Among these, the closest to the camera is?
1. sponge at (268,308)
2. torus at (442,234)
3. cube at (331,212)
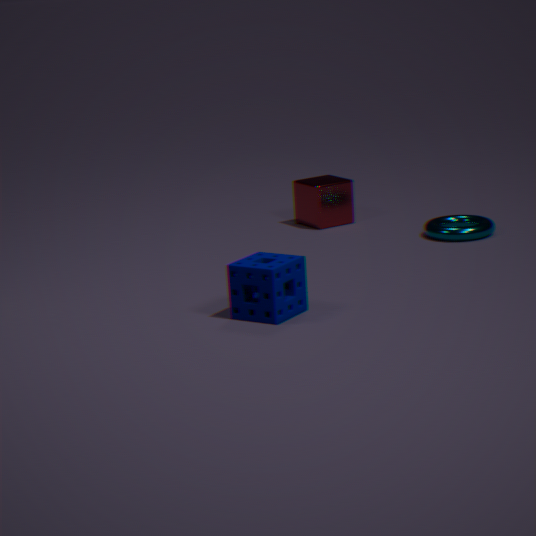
sponge at (268,308)
